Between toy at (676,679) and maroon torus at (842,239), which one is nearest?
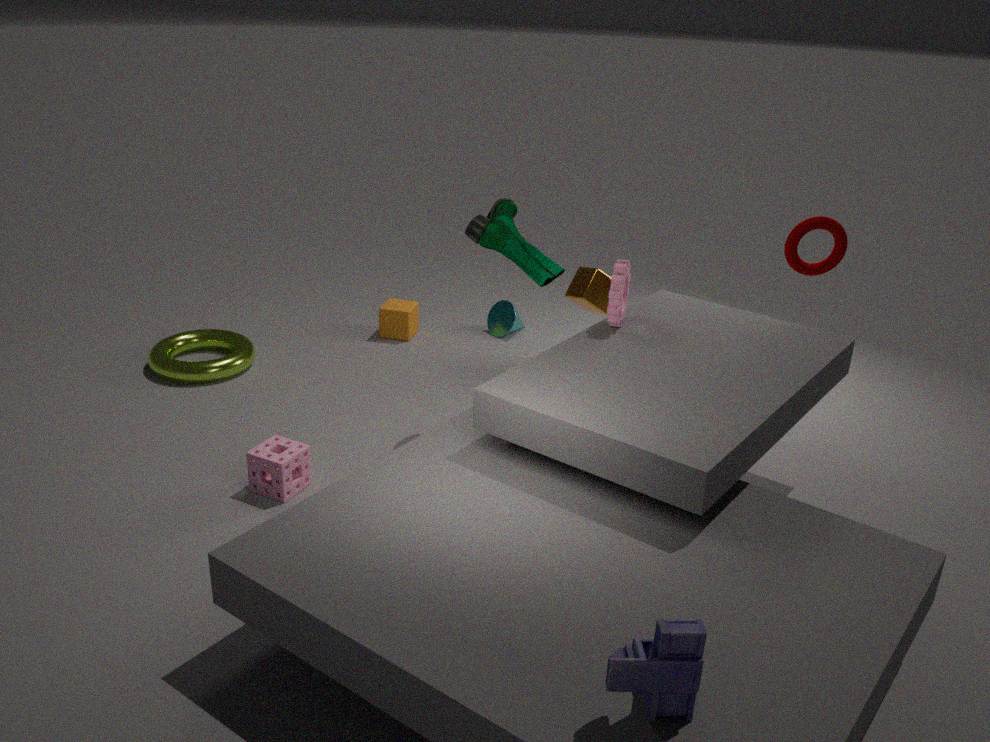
toy at (676,679)
